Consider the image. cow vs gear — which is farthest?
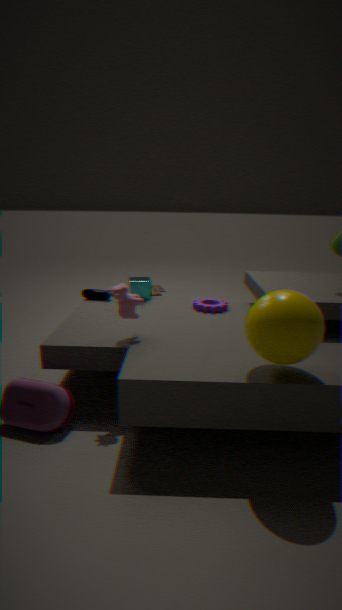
gear
